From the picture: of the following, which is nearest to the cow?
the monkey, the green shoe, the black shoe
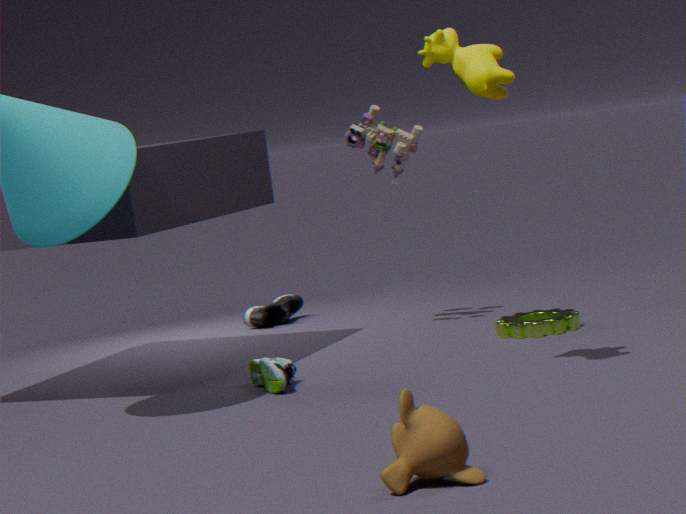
the green shoe
